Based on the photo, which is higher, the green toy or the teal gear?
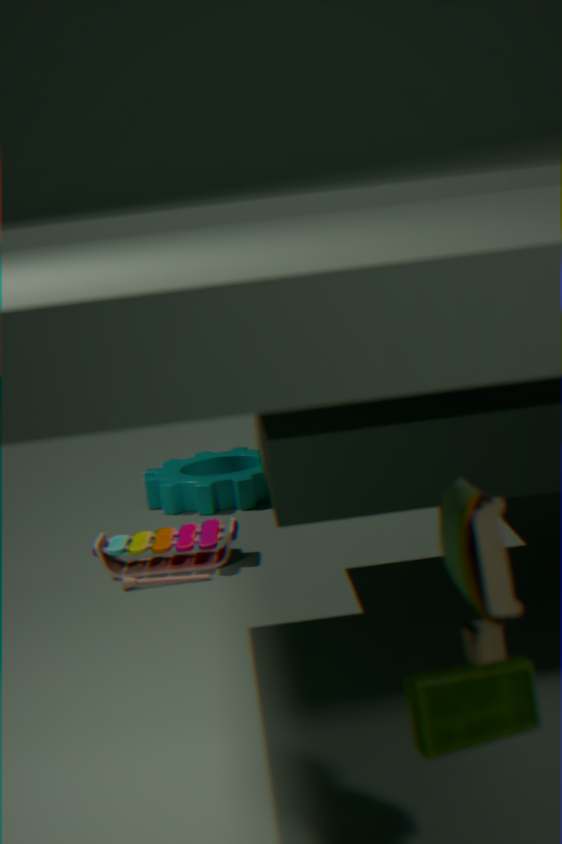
the green toy
